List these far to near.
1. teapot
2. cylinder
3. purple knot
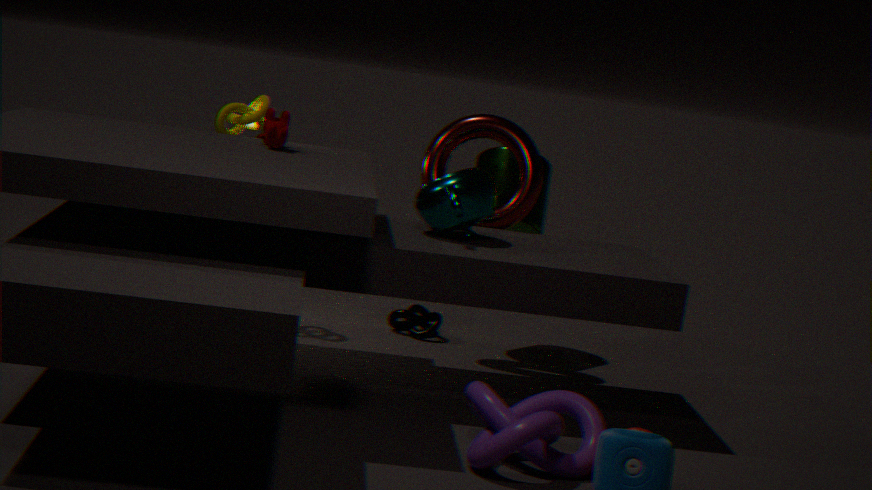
cylinder
teapot
purple knot
